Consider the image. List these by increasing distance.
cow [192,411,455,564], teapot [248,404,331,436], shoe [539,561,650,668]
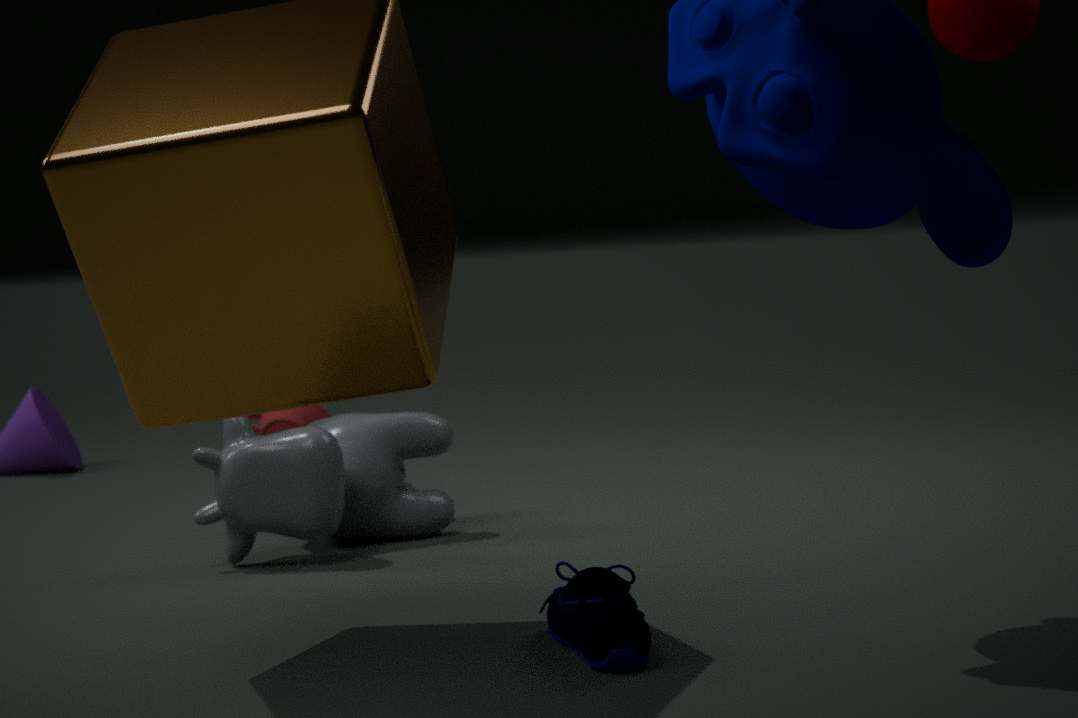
1. shoe [539,561,650,668]
2. cow [192,411,455,564]
3. teapot [248,404,331,436]
